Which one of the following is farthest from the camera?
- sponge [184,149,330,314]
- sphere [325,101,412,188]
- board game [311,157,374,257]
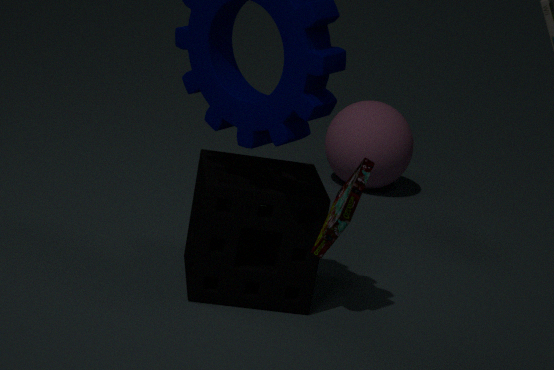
sphere [325,101,412,188]
